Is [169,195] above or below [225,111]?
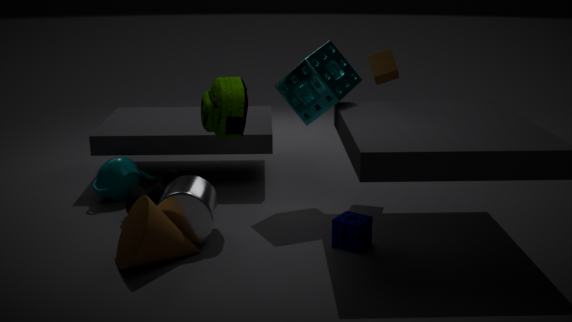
below
